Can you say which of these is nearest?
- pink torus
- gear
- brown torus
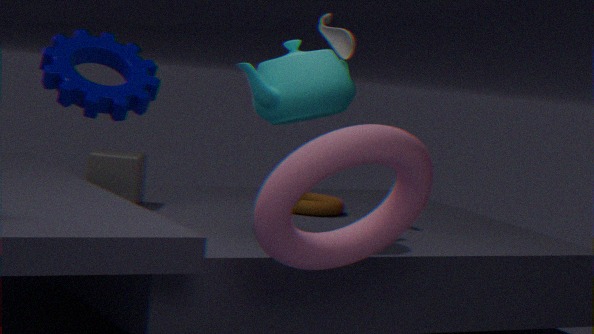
gear
